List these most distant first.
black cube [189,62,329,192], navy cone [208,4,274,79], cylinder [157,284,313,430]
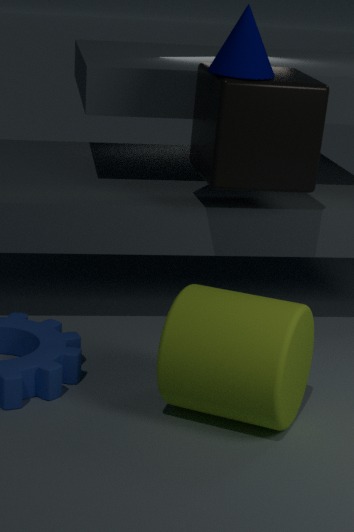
black cube [189,62,329,192] < navy cone [208,4,274,79] < cylinder [157,284,313,430]
